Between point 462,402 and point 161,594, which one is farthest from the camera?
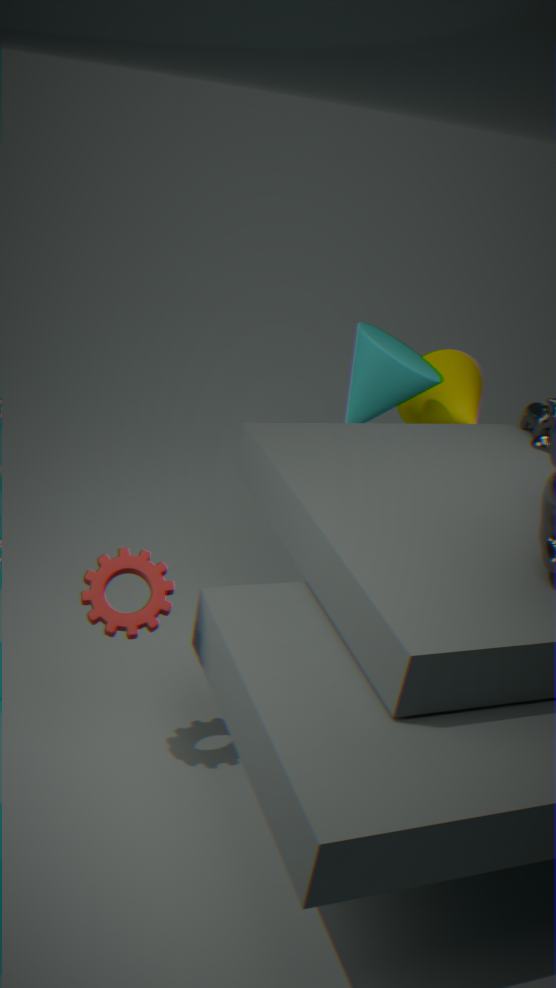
point 462,402
